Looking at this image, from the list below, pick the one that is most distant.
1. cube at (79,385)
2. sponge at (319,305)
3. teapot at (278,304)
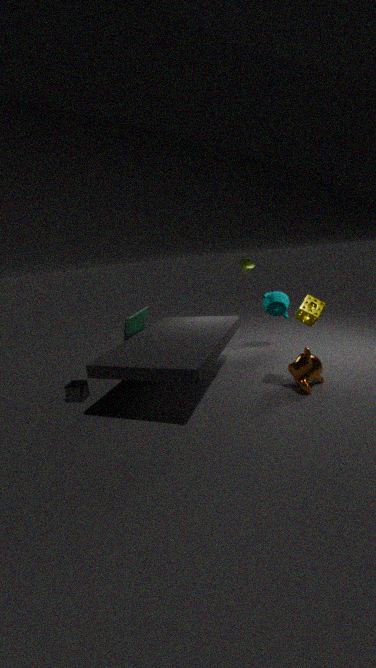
teapot at (278,304)
